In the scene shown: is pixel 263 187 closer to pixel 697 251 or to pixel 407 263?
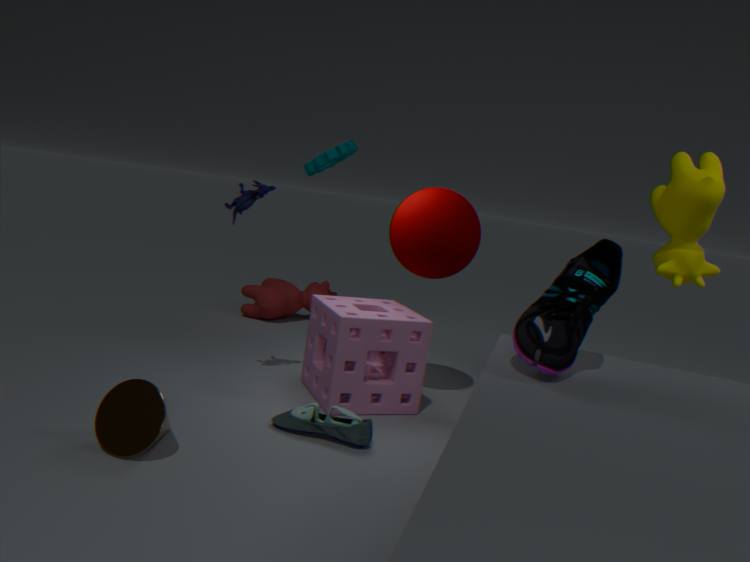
pixel 407 263
